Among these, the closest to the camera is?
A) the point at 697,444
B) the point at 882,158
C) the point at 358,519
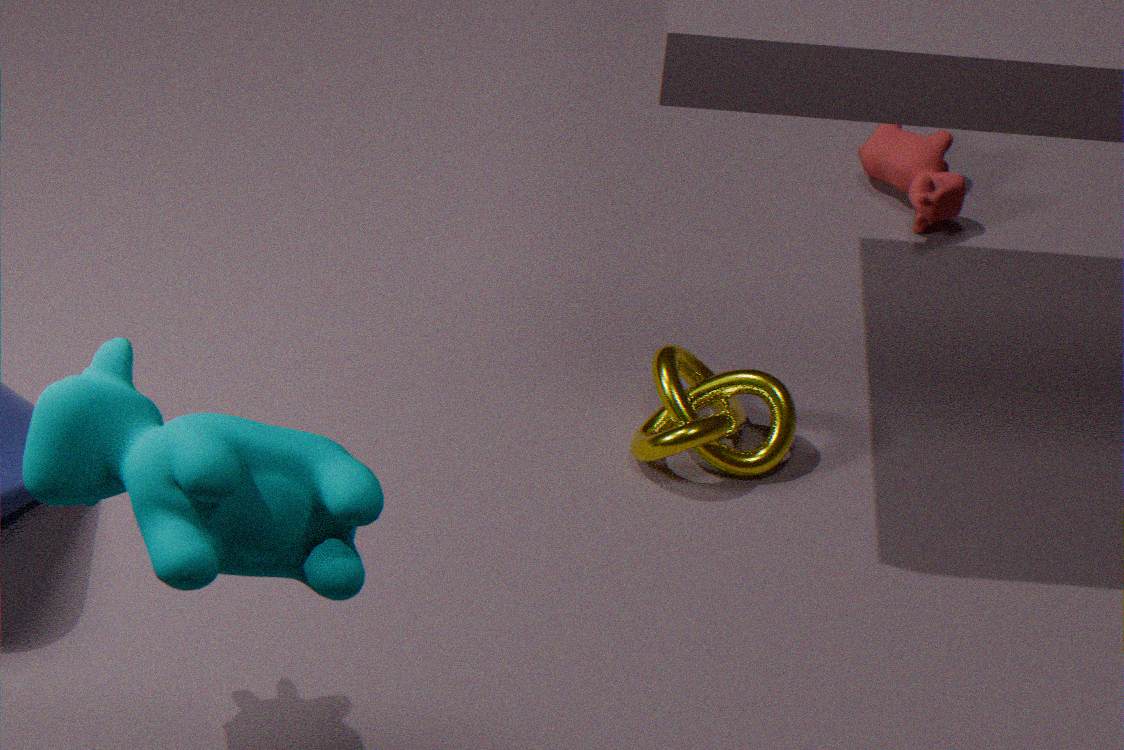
the point at 358,519
